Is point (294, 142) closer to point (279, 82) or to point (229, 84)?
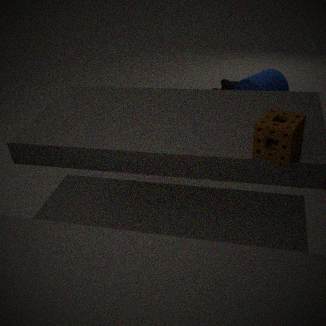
point (279, 82)
